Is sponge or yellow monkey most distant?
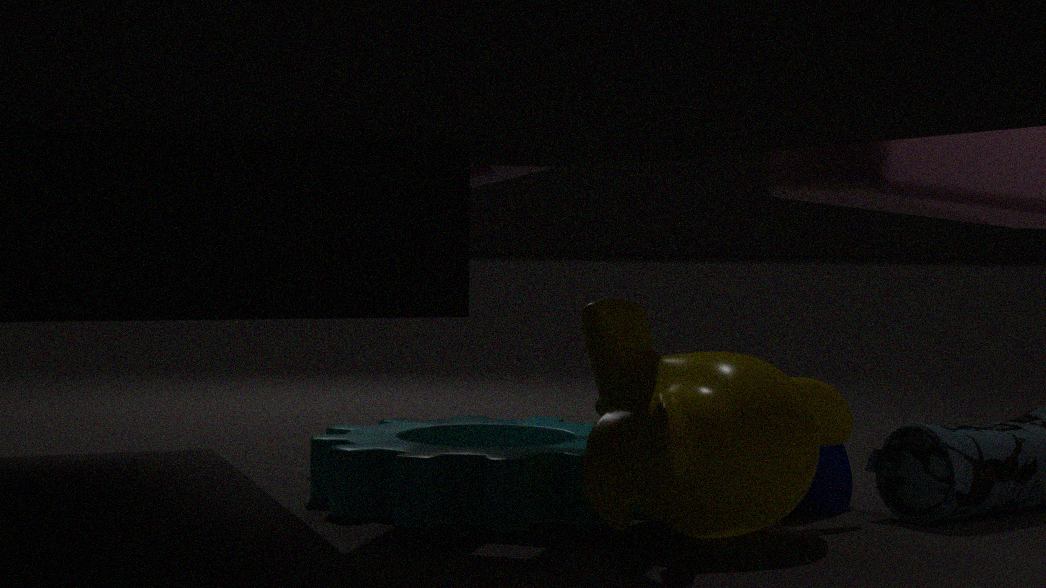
sponge
